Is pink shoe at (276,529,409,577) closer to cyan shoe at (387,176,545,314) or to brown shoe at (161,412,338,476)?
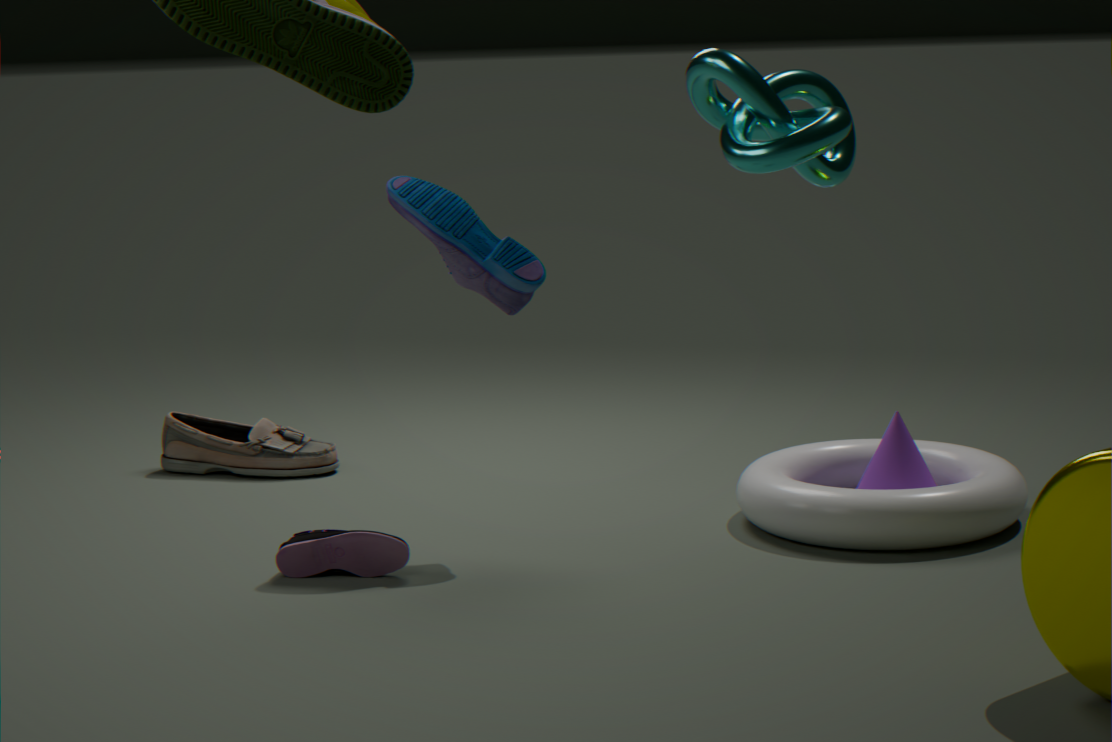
cyan shoe at (387,176,545,314)
